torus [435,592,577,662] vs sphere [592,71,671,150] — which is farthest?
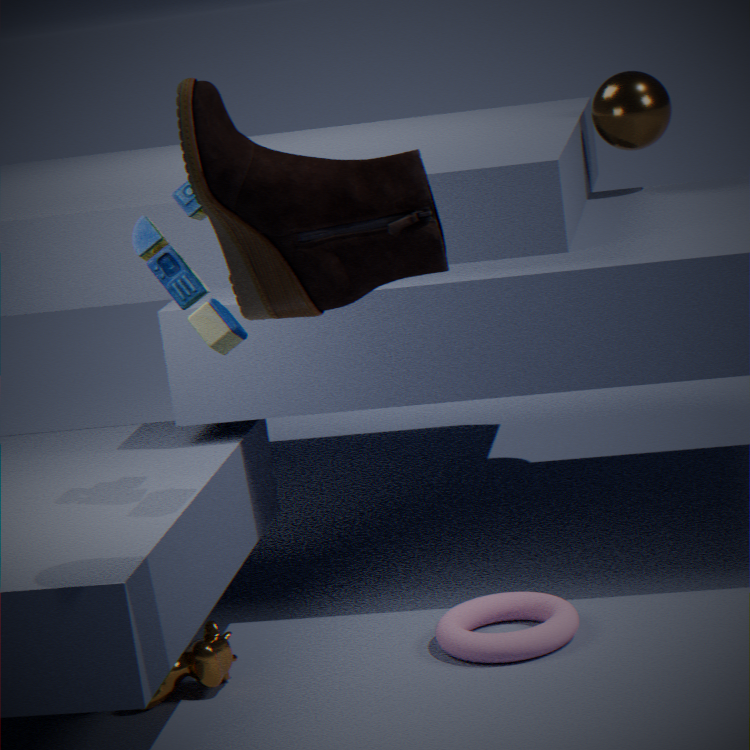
sphere [592,71,671,150]
